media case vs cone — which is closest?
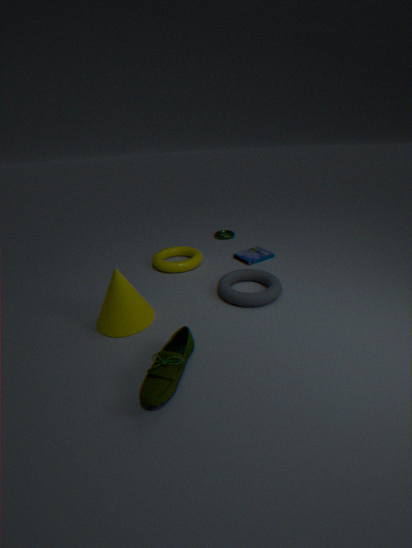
cone
